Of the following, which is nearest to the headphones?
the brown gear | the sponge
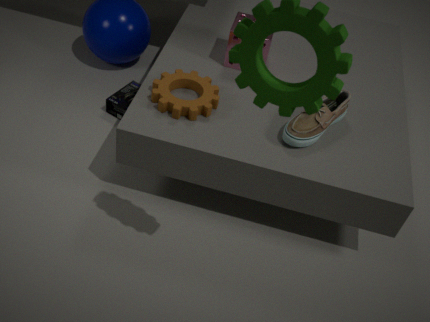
the brown gear
